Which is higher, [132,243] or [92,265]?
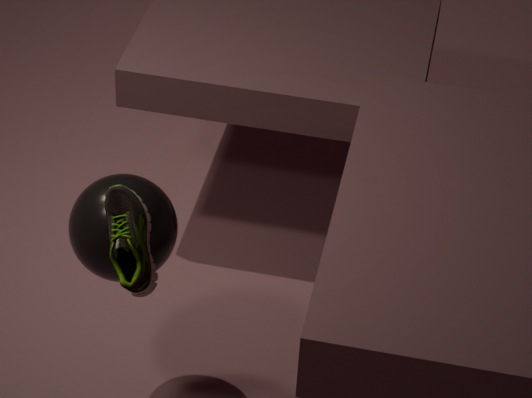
[132,243]
